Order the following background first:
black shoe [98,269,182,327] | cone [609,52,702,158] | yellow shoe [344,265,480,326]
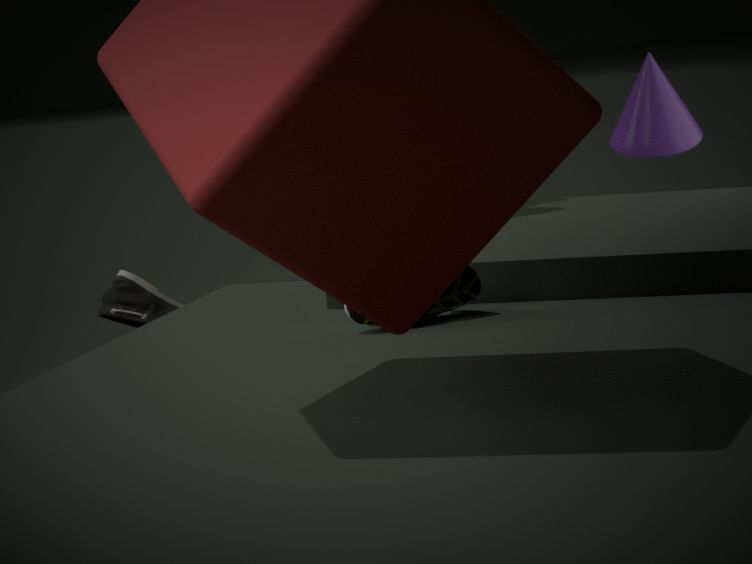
cone [609,52,702,158] < black shoe [98,269,182,327] < yellow shoe [344,265,480,326]
